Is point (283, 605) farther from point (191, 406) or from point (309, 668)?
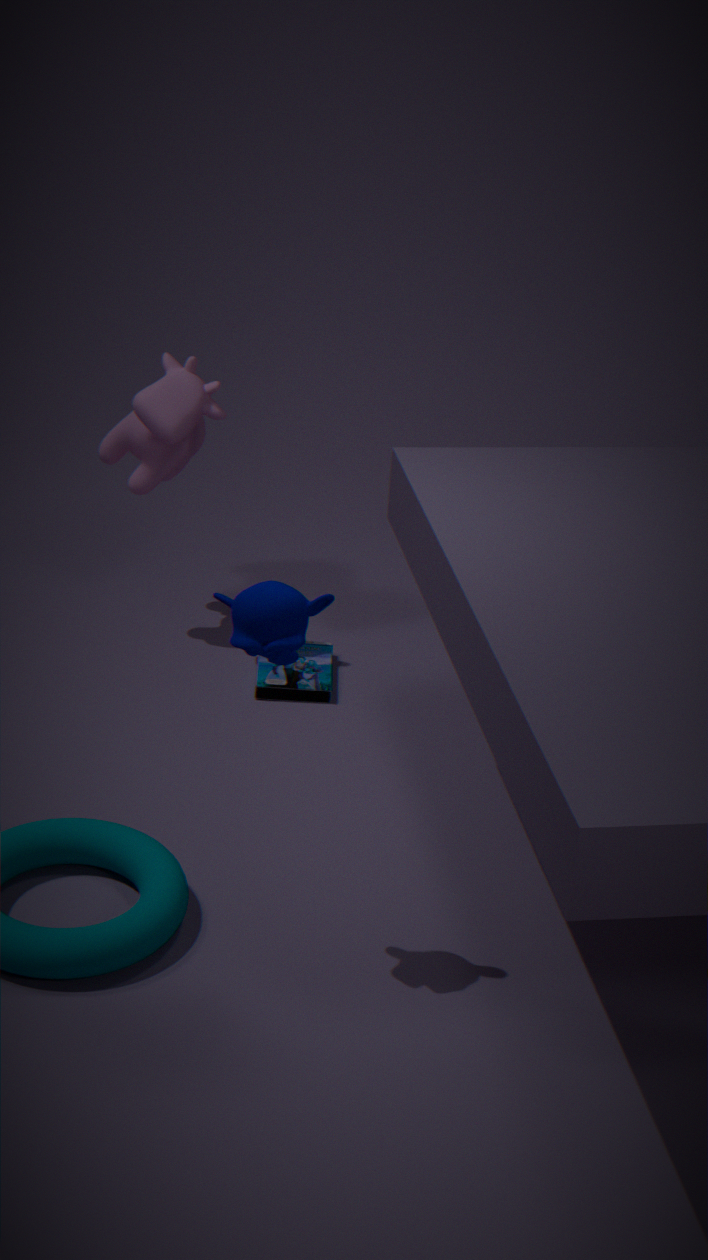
point (191, 406)
